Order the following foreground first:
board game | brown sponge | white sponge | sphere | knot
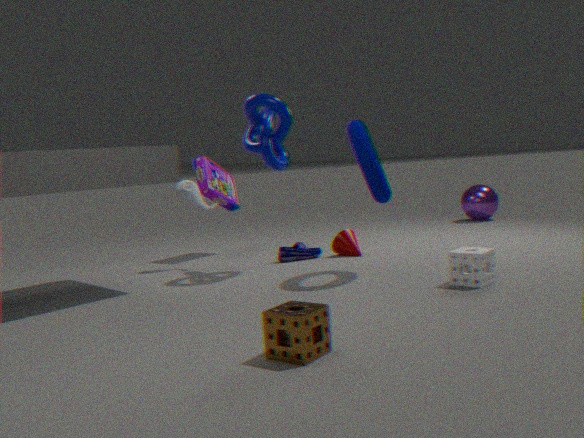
brown sponge
white sponge
knot
board game
sphere
